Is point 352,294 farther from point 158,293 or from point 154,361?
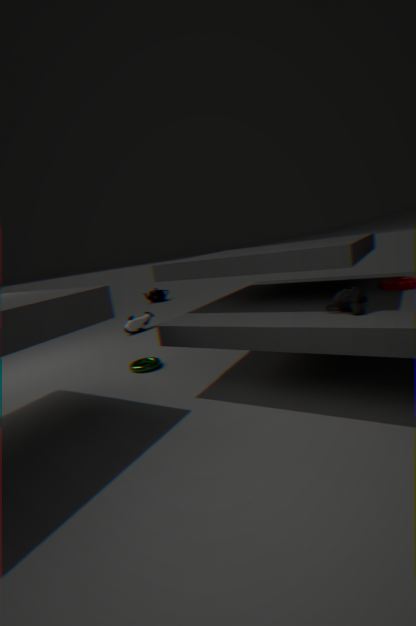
point 158,293
